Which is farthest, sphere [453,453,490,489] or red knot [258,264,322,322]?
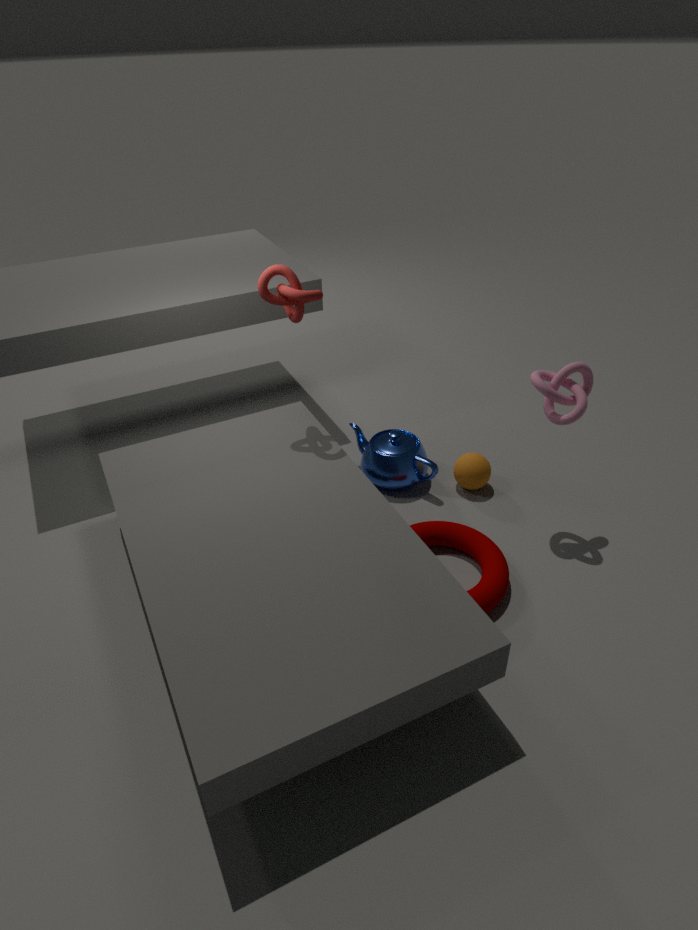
sphere [453,453,490,489]
